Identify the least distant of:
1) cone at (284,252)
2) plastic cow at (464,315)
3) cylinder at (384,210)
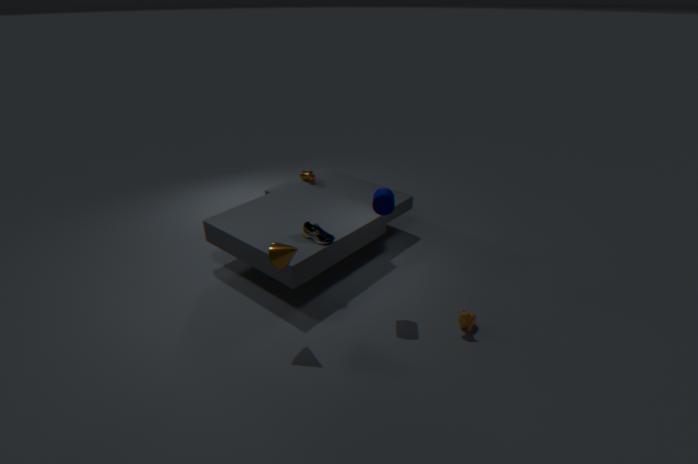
1. cone at (284,252)
